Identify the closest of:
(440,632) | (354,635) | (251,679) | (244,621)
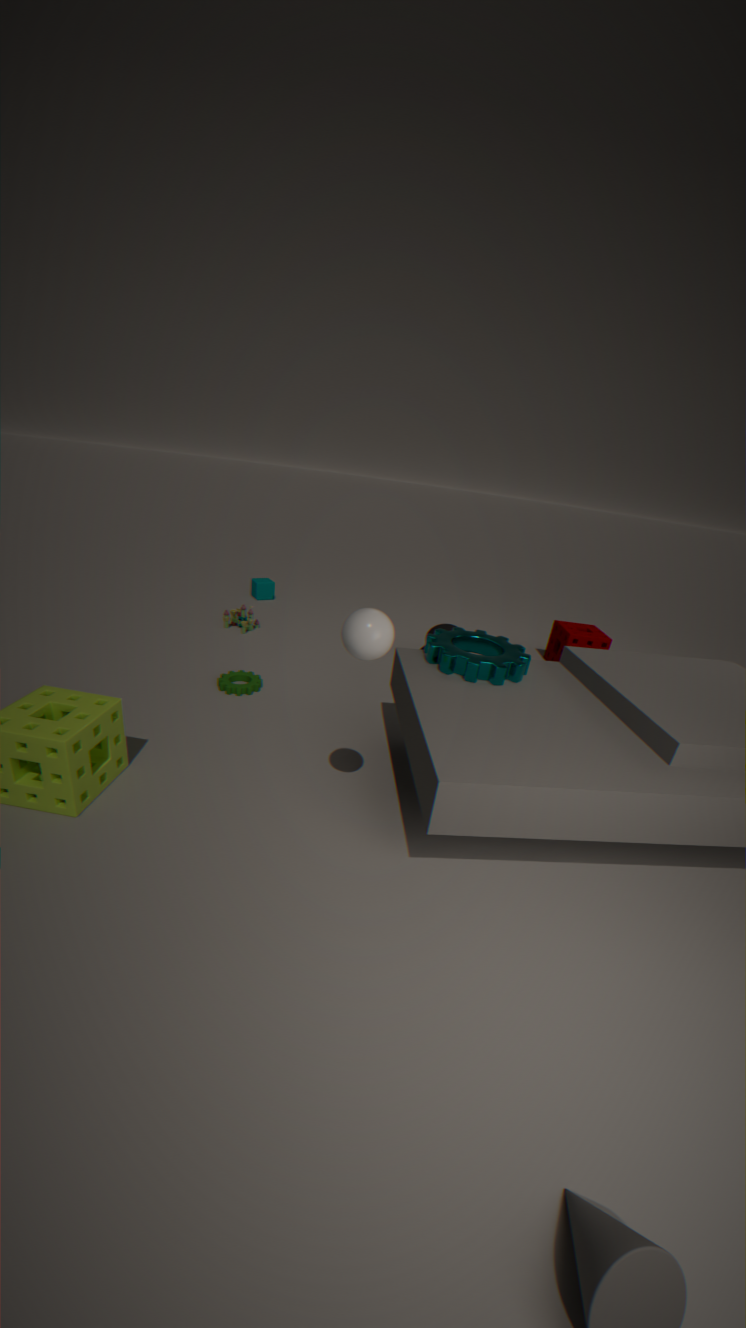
(354,635)
